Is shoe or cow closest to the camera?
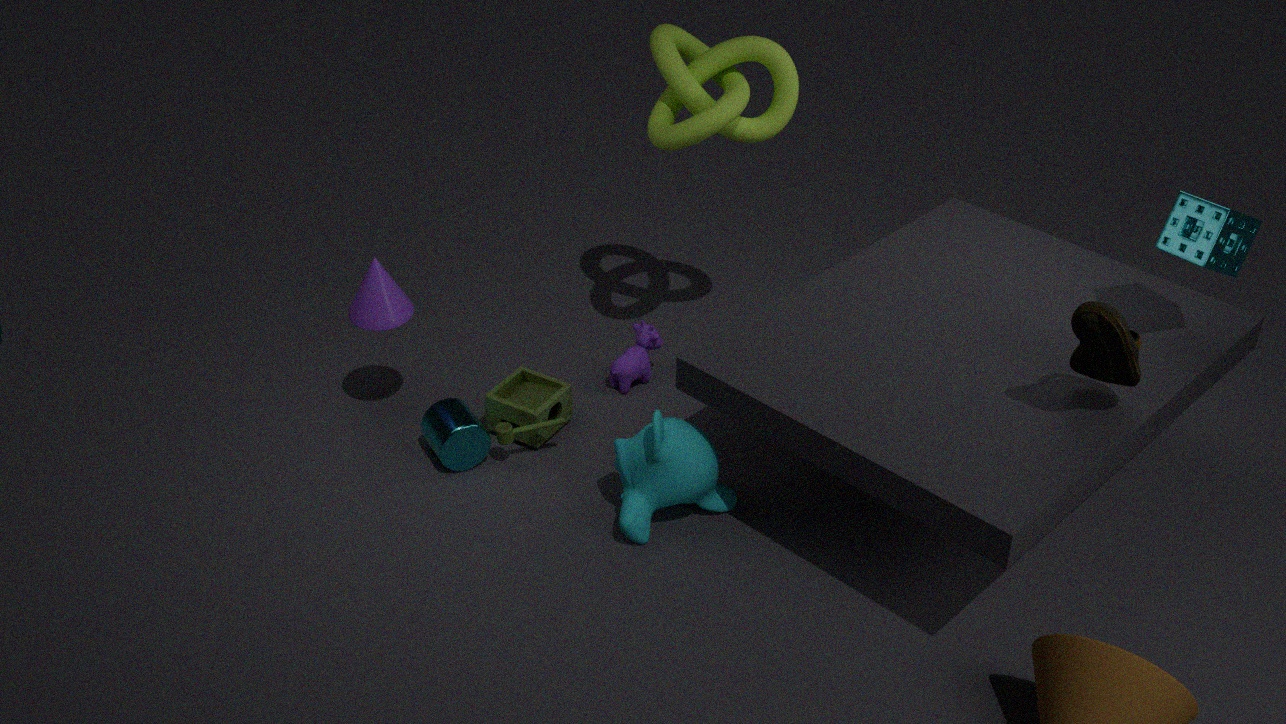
shoe
